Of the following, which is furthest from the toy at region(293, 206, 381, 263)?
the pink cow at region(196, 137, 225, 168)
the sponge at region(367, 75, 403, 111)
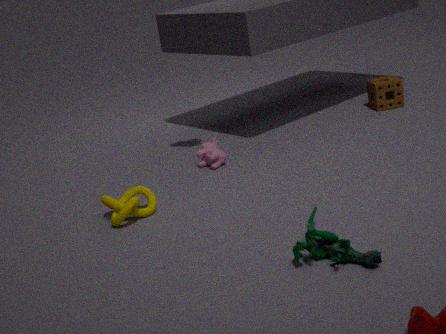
the sponge at region(367, 75, 403, 111)
